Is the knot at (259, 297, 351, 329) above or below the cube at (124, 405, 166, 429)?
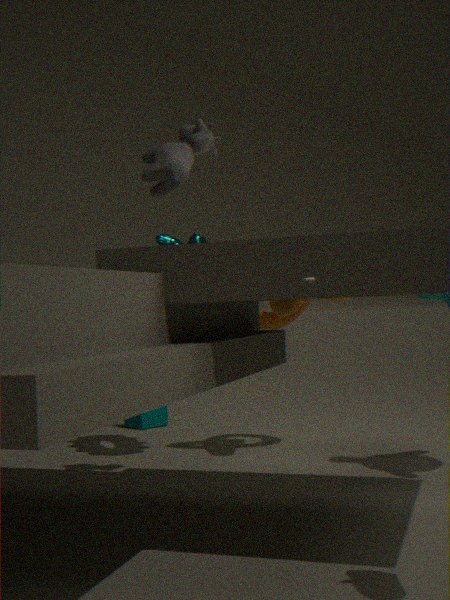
above
